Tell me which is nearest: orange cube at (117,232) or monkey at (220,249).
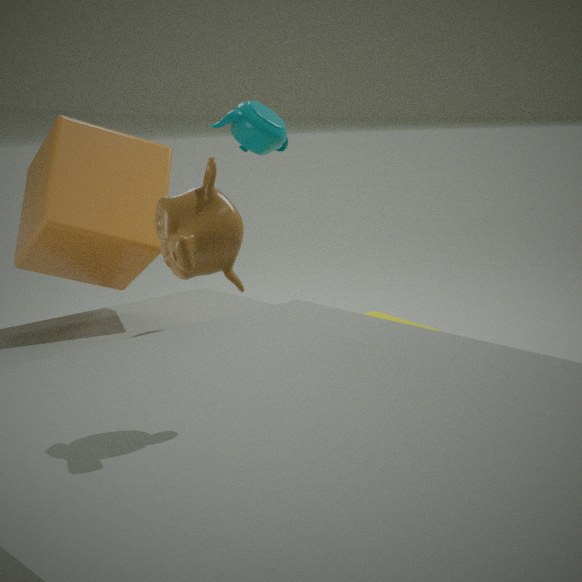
monkey at (220,249)
